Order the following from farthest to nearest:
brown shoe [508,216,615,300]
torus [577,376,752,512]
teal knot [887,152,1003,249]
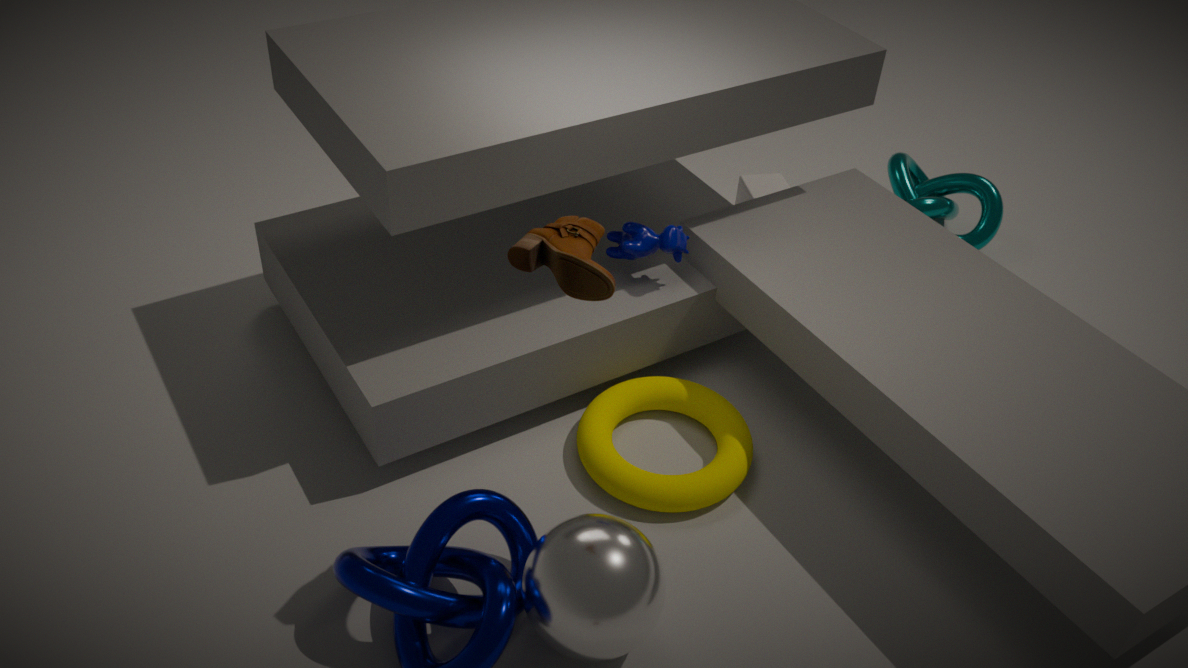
teal knot [887,152,1003,249] < torus [577,376,752,512] < brown shoe [508,216,615,300]
